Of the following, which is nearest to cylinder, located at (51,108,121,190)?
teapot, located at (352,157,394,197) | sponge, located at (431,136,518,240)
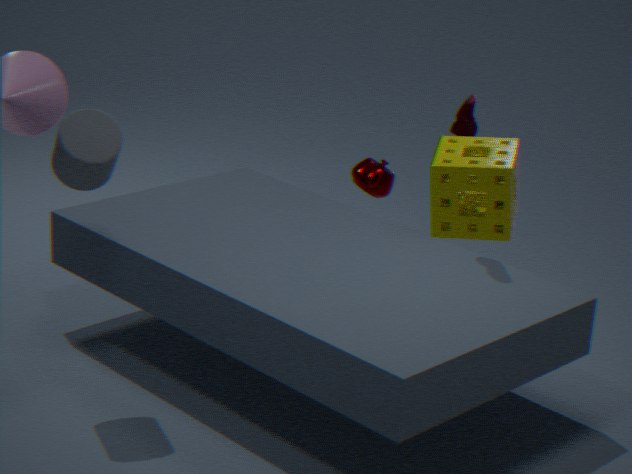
sponge, located at (431,136,518,240)
